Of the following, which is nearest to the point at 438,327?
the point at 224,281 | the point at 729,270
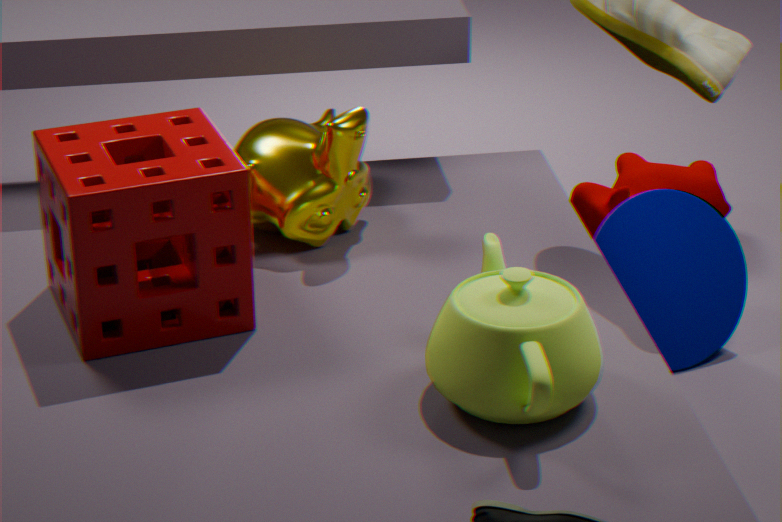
the point at 224,281
